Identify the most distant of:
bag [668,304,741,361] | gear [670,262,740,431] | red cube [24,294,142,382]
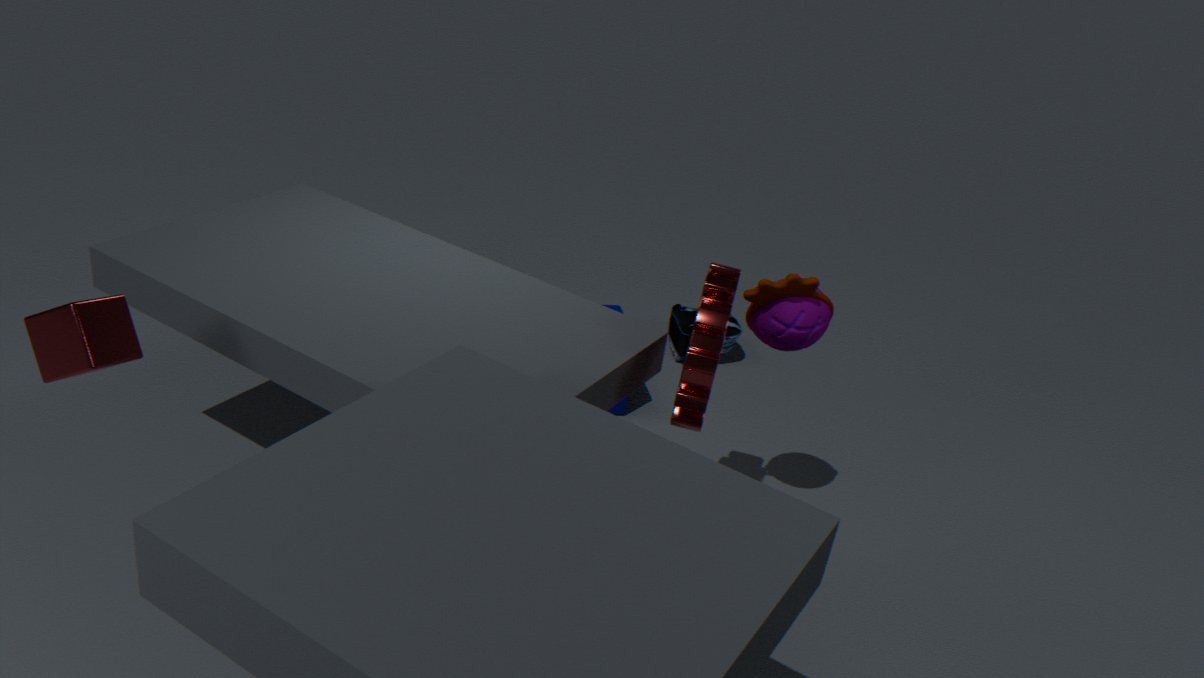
bag [668,304,741,361]
